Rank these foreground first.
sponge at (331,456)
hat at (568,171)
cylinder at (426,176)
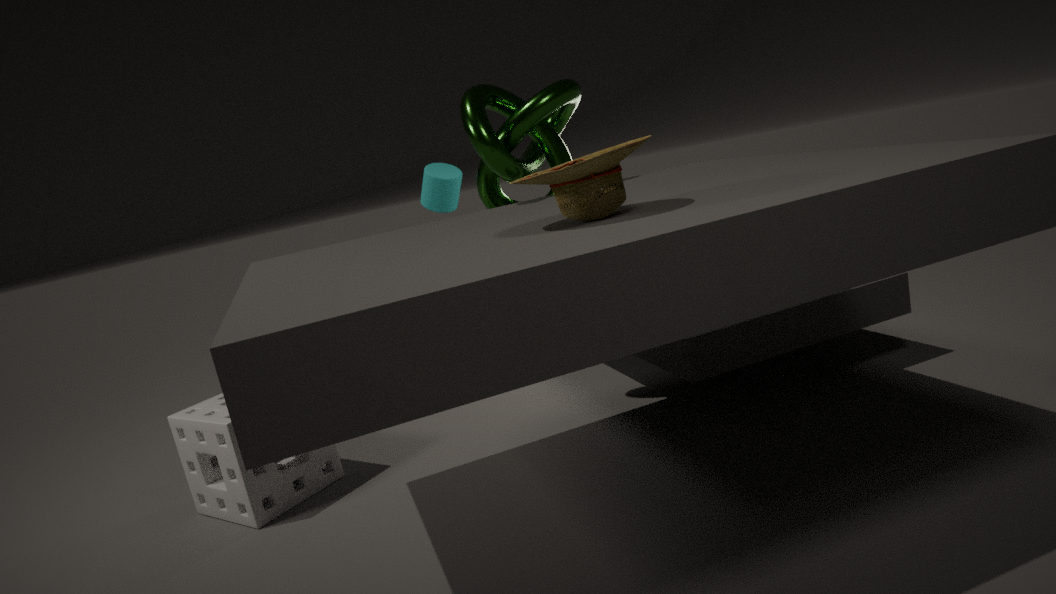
hat at (568,171) → sponge at (331,456) → cylinder at (426,176)
